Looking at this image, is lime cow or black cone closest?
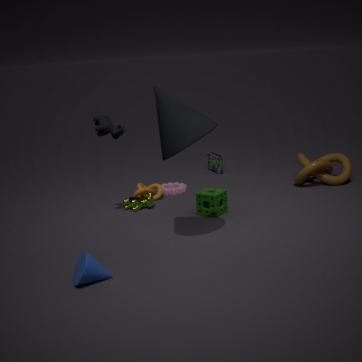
black cone
